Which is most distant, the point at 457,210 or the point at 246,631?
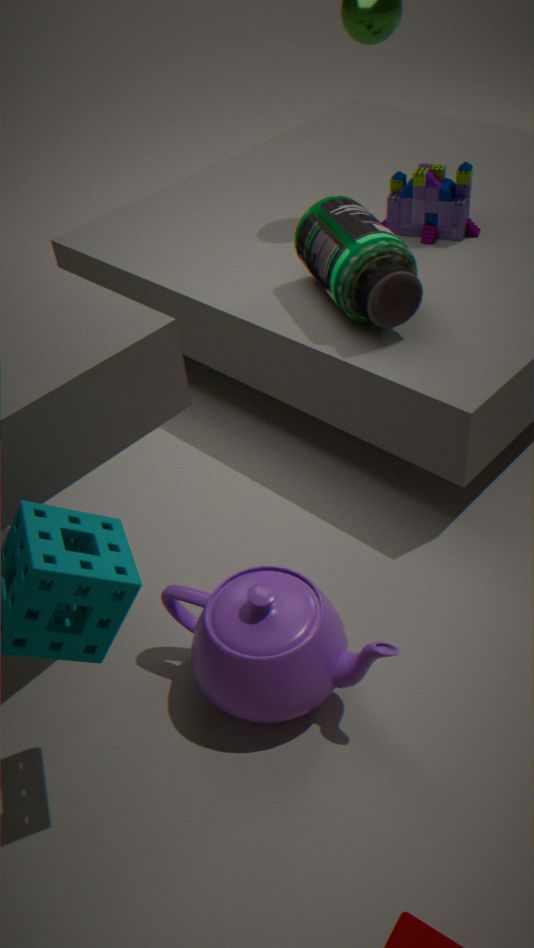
the point at 457,210
